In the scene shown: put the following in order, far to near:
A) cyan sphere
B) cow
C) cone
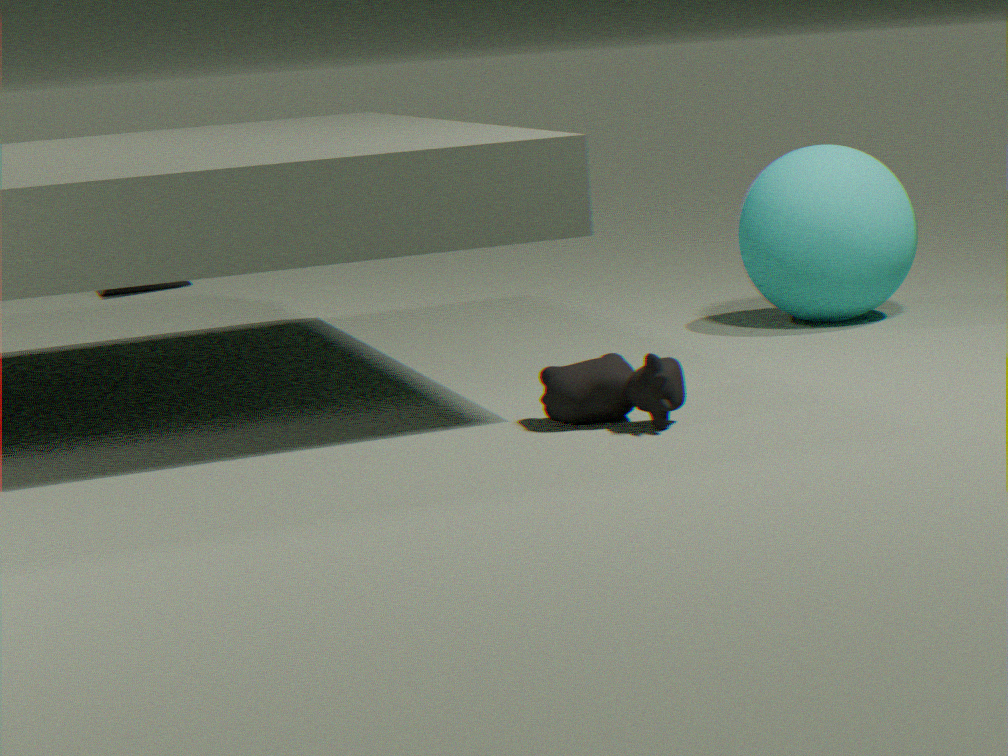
cone
cyan sphere
cow
